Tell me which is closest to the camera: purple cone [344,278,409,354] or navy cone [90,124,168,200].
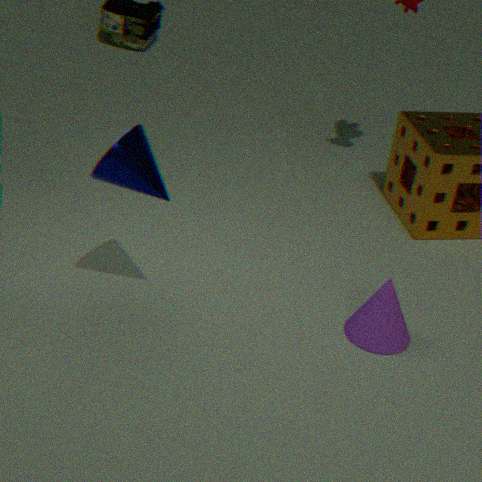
navy cone [90,124,168,200]
